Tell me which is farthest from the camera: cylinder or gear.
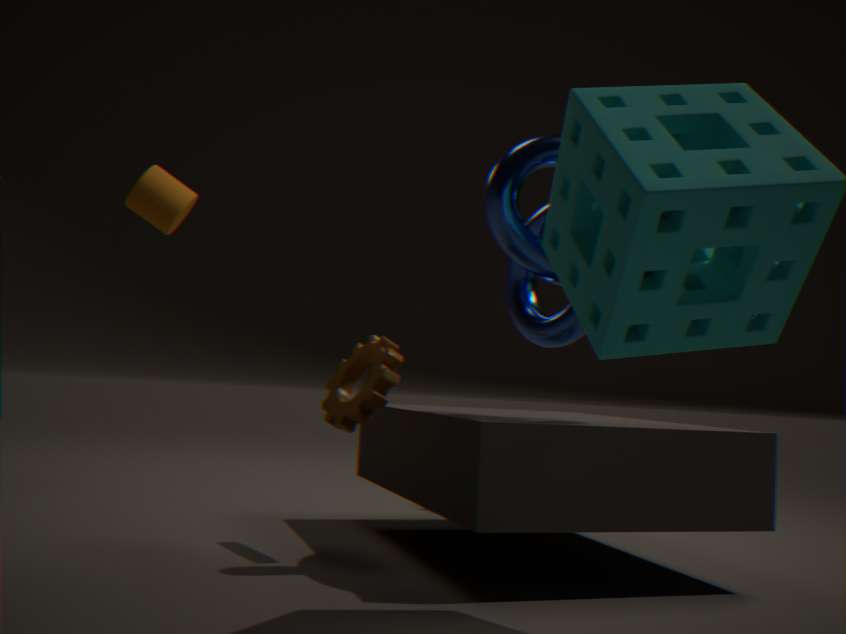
cylinder
